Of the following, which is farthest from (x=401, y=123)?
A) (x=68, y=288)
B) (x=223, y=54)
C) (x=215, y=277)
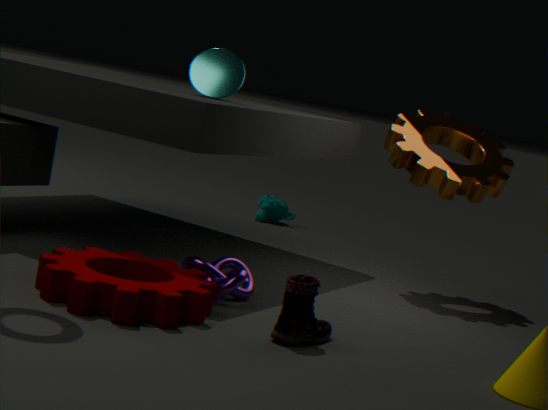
(x=68, y=288)
